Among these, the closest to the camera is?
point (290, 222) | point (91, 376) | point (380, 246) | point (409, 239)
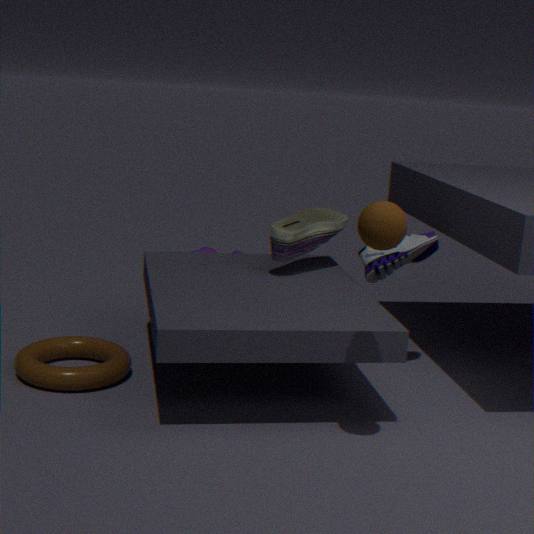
point (380, 246)
